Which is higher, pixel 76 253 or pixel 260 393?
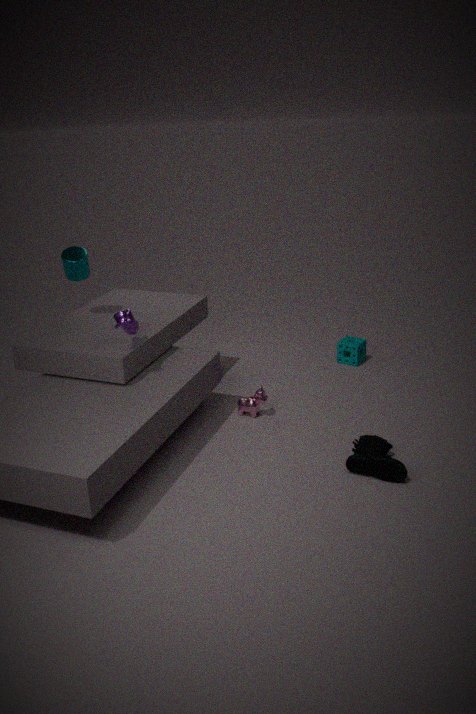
pixel 76 253
